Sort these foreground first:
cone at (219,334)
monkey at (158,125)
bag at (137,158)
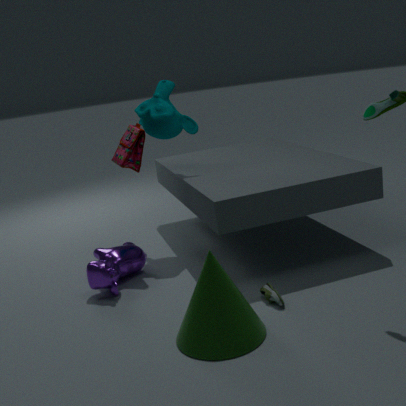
cone at (219,334) < bag at (137,158) < monkey at (158,125)
